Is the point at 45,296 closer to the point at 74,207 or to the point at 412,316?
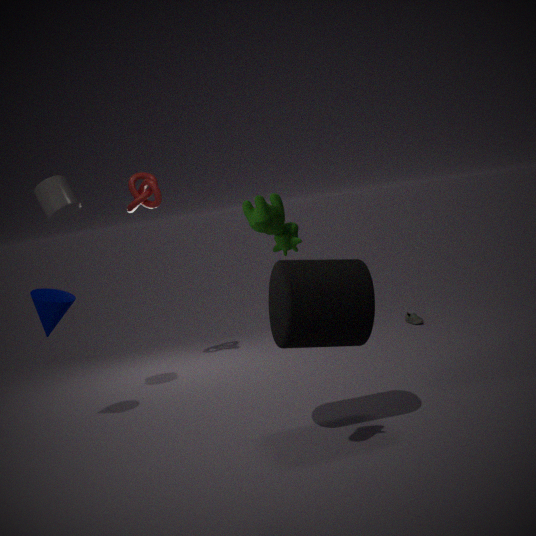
the point at 74,207
